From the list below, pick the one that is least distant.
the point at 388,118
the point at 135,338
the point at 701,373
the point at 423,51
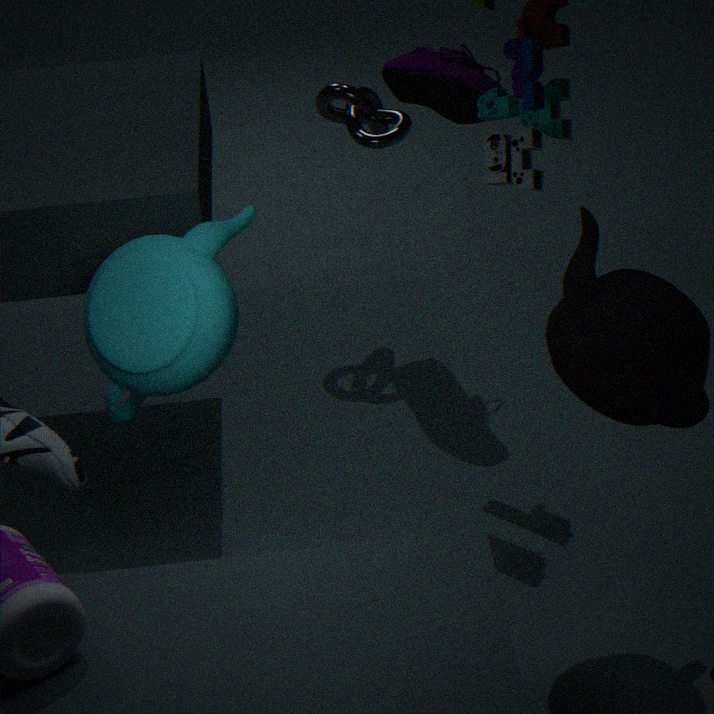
the point at 701,373
